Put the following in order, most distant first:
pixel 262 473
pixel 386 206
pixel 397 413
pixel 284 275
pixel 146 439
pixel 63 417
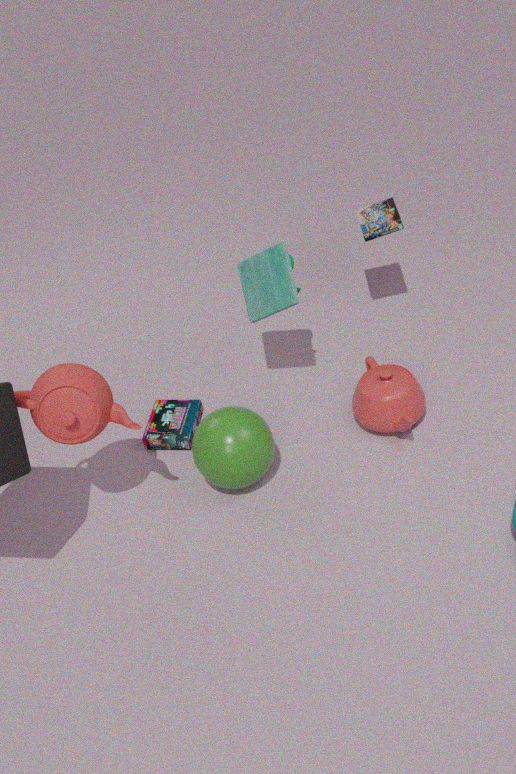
1. pixel 386 206
2. pixel 146 439
3. pixel 284 275
4. pixel 397 413
5. pixel 262 473
6. pixel 63 417
